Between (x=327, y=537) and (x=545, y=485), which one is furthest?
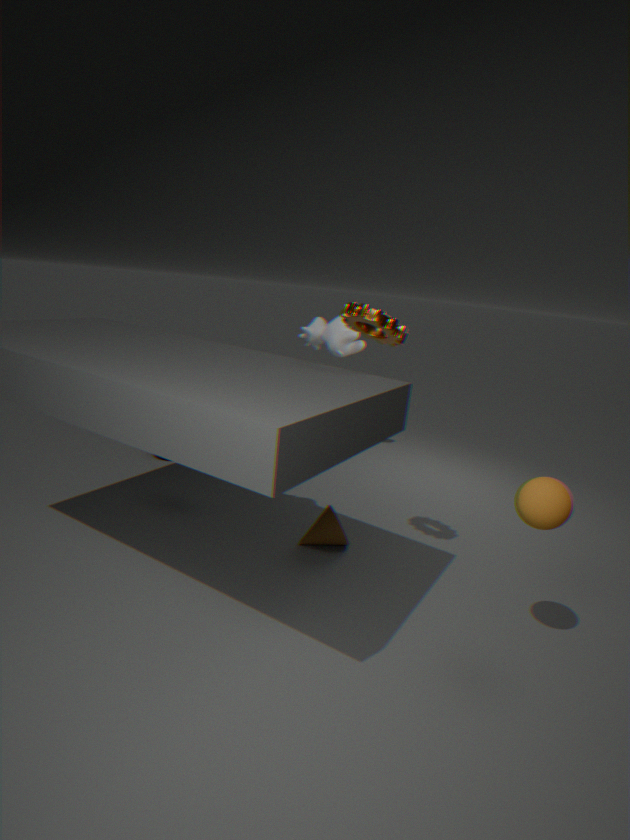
(x=327, y=537)
